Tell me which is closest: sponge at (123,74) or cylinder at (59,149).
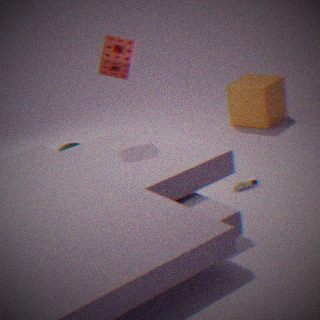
sponge at (123,74)
